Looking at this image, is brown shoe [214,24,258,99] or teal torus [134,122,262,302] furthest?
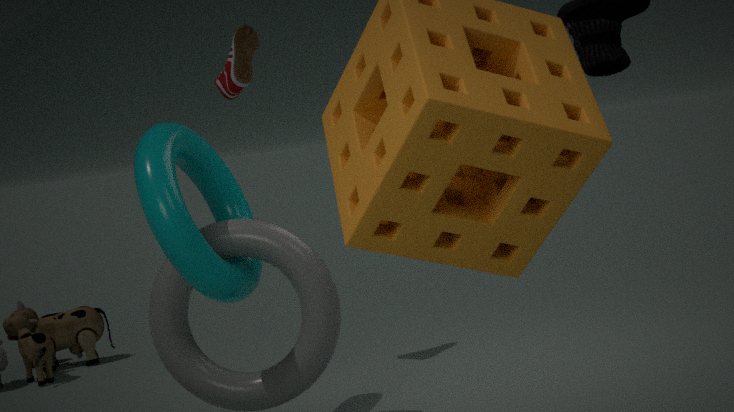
brown shoe [214,24,258,99]
